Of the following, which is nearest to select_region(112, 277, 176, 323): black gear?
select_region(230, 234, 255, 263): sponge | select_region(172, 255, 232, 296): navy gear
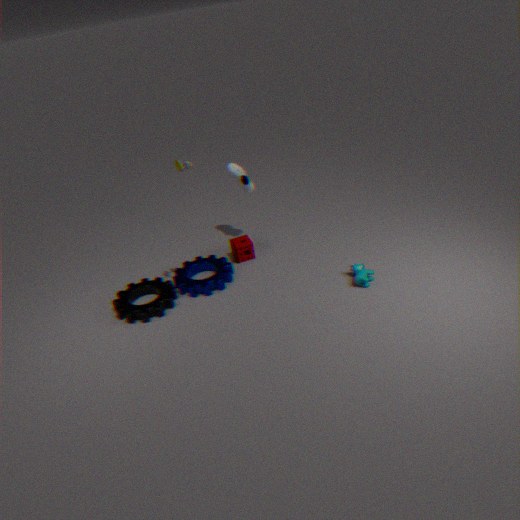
select_region(172, 255, 232, 296): navy gear
